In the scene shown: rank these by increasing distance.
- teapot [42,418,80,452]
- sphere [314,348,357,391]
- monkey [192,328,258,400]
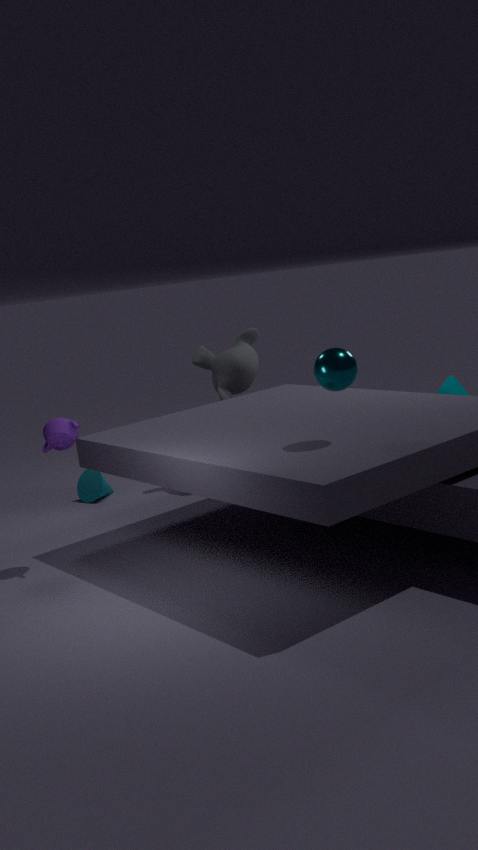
sphere [314,348,357,391] < teapot [42,418,80,452] < monkey [192,328,258,400]
